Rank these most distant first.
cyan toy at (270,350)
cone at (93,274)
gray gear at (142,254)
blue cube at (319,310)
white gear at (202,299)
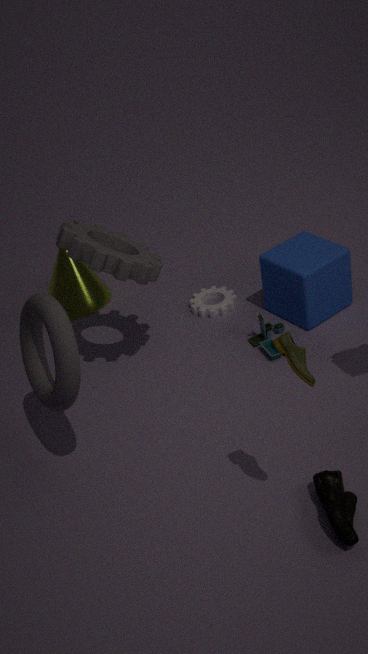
cone at (93,274)
white gear at (202,299)
blue cube at (319,310)
cyan toy at (270,350)
gray gear at (142,254)
